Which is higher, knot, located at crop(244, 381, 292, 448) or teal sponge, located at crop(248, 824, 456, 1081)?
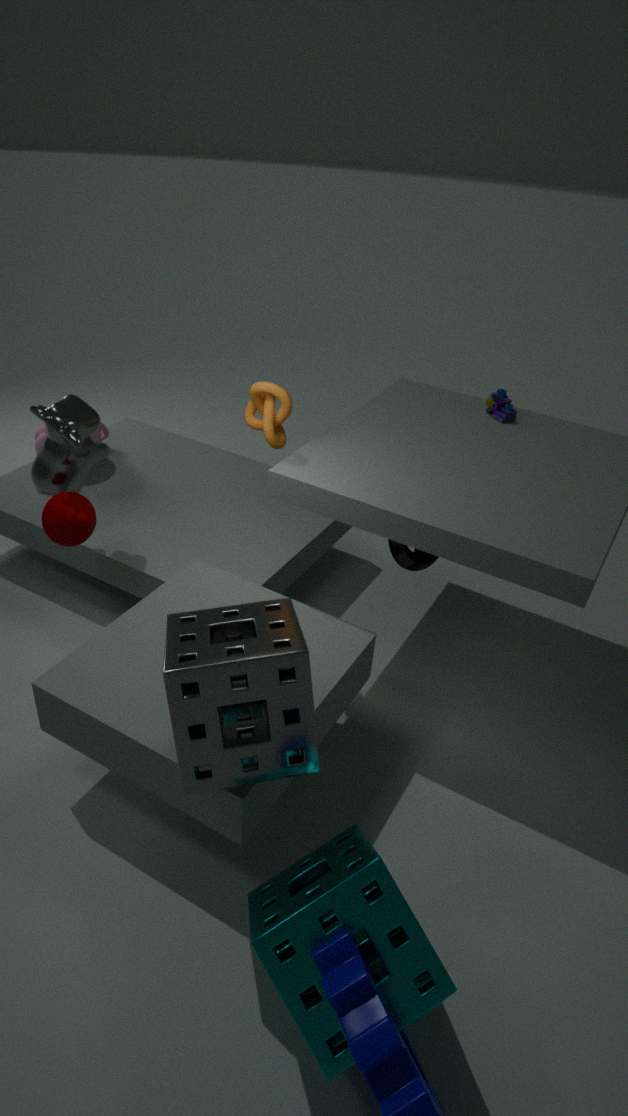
knot, located at crop(244, 381, 292, 448)
